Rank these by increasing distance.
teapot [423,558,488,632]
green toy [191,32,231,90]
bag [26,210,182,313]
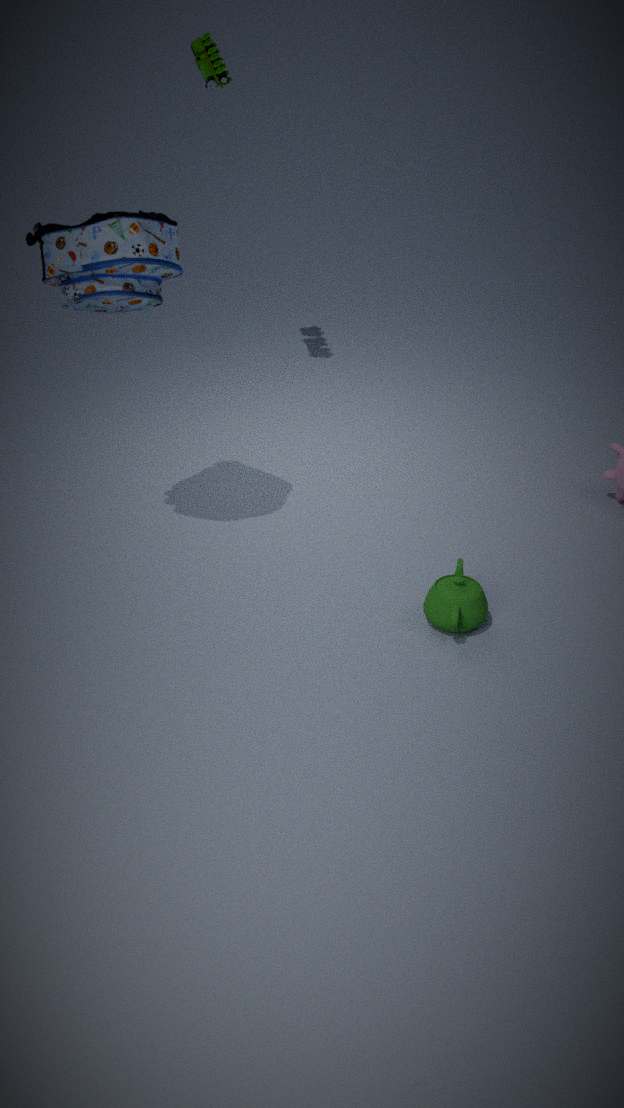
bag [26,210,182,313] < teapot [423,558,488,632] < green toy [191,32,231,90]
